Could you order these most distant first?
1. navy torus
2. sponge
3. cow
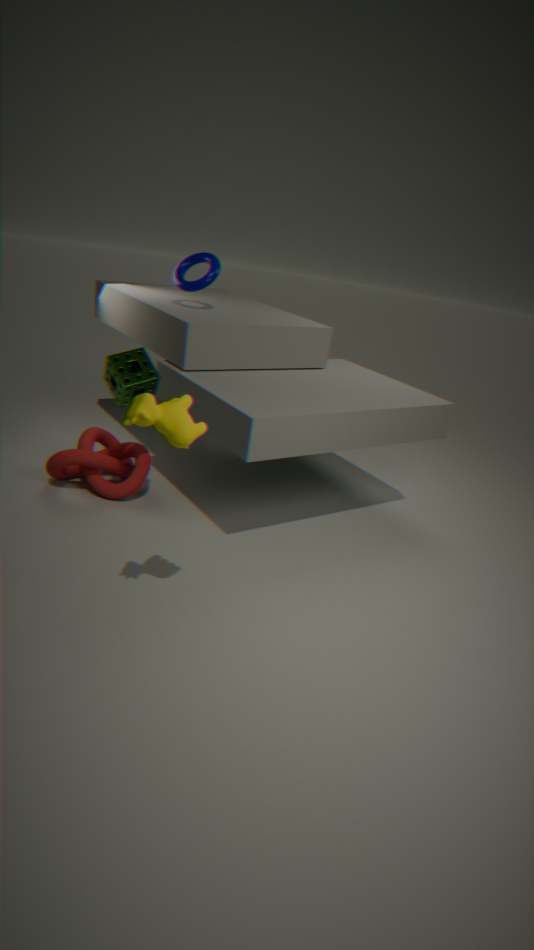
1. navy torus
2. sponge
3. cow
